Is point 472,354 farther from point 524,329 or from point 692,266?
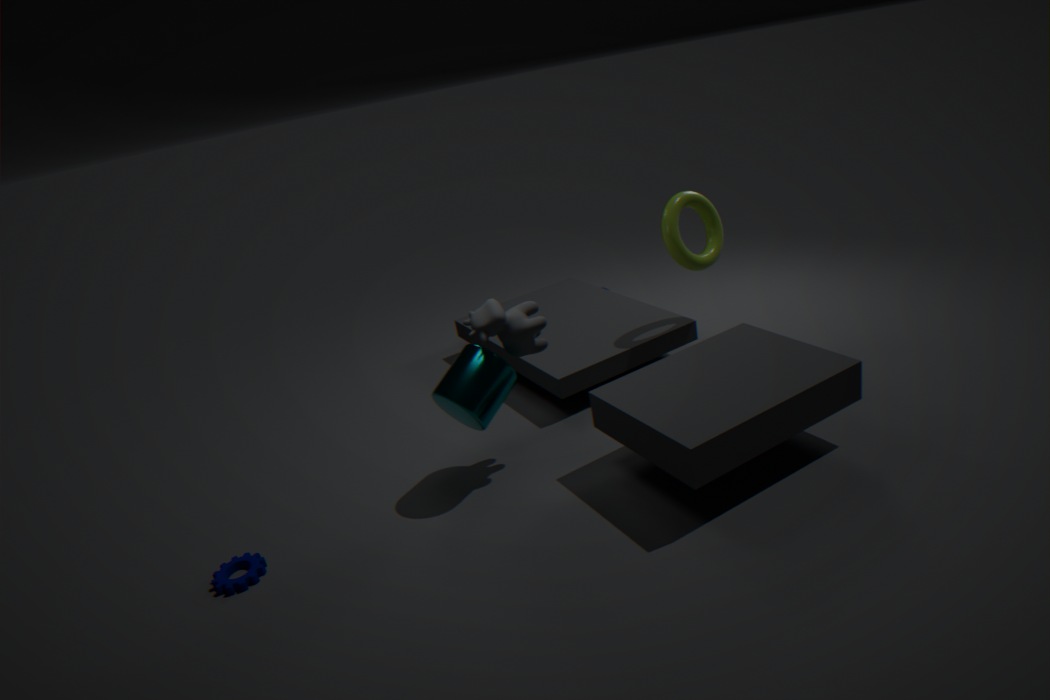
point 692,266
